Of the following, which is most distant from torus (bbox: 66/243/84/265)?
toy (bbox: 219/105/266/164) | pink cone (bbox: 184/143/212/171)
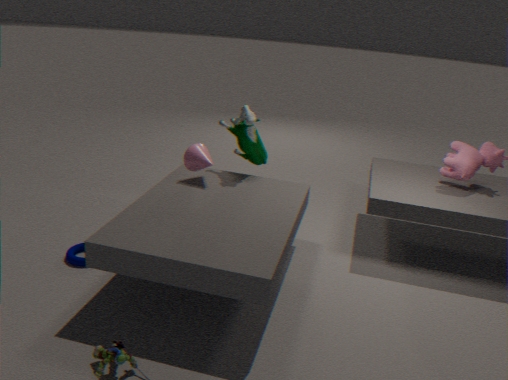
toy (bbox: 219/105/266/164)
